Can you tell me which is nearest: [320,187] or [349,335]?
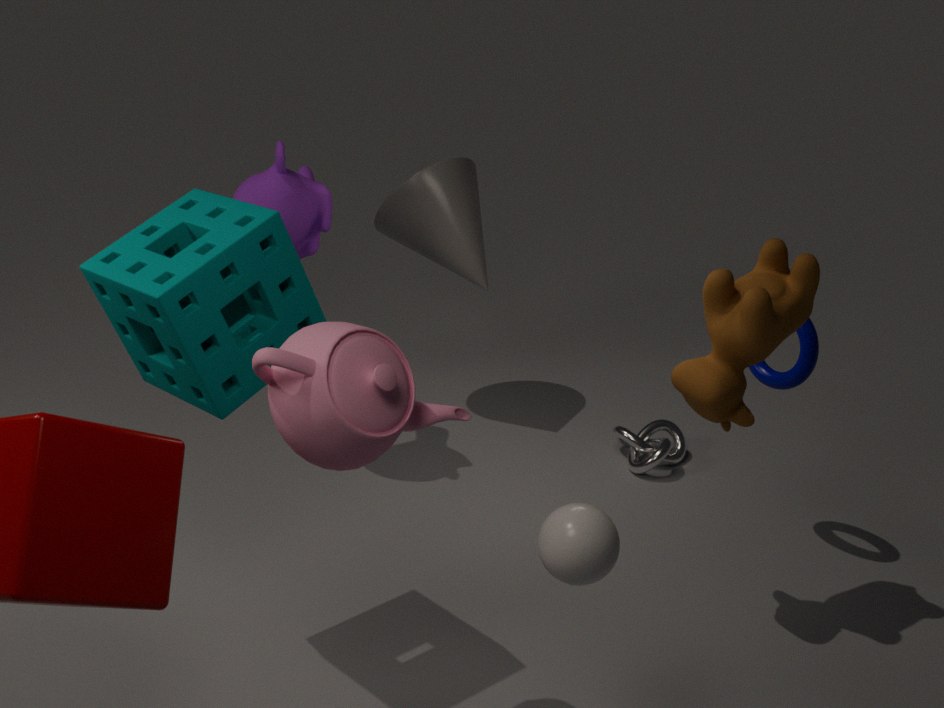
[349,335]
